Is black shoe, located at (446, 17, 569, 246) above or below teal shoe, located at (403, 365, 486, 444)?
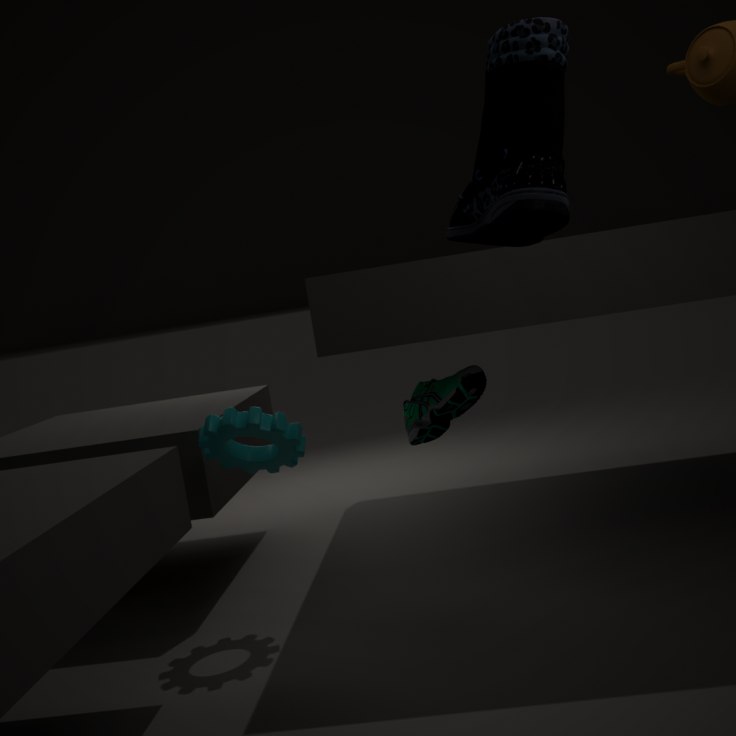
above
